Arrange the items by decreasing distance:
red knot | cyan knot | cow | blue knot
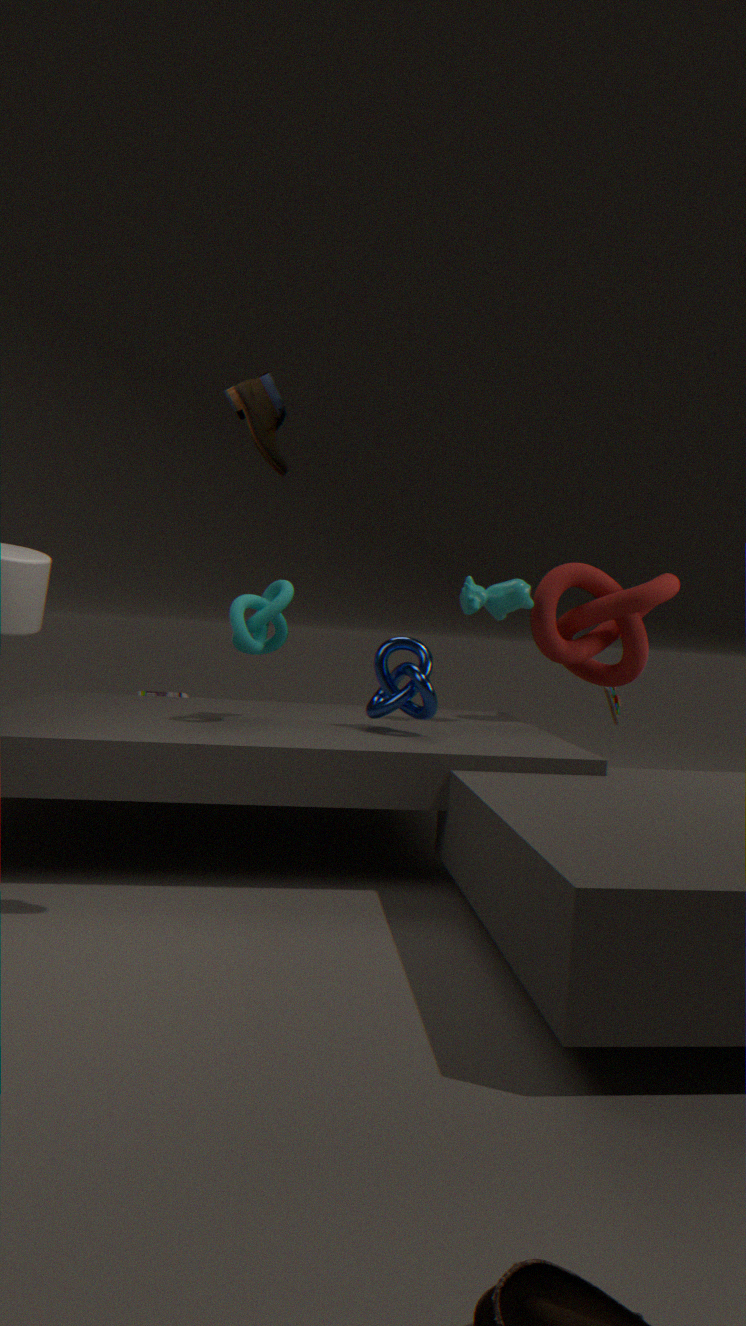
red knot
cow
cyan knot
blue knot
